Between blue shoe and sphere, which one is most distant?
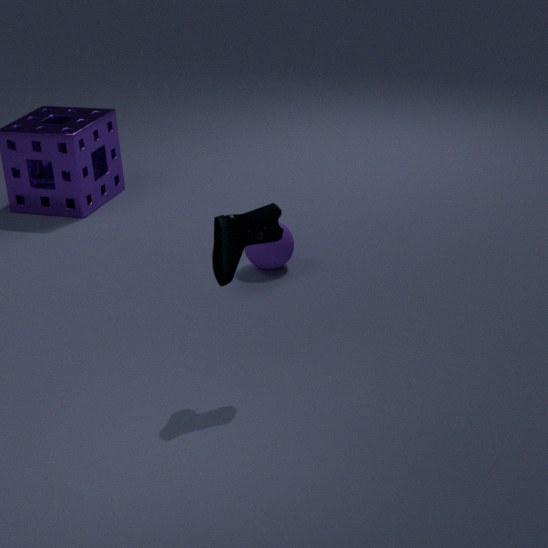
sphere
